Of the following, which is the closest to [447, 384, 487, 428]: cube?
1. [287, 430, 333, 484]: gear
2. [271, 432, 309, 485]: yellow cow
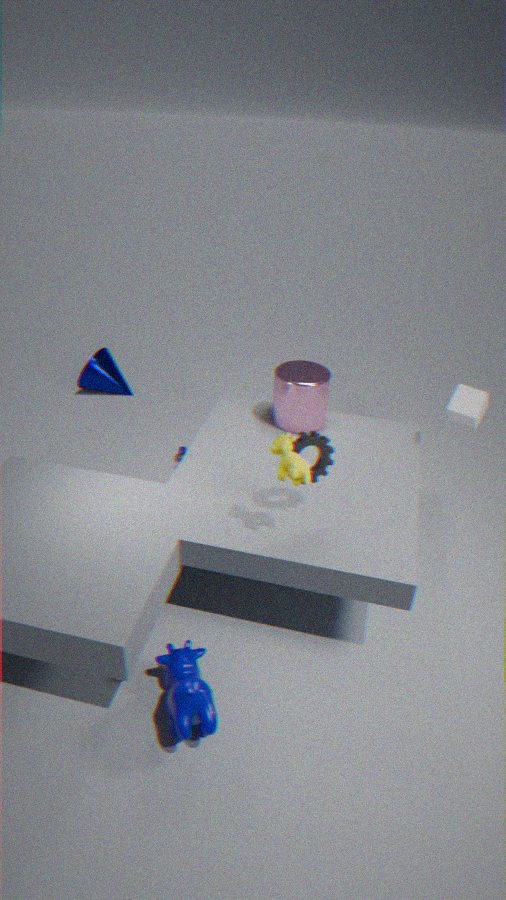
[287, 430, 333, 484]: gear
